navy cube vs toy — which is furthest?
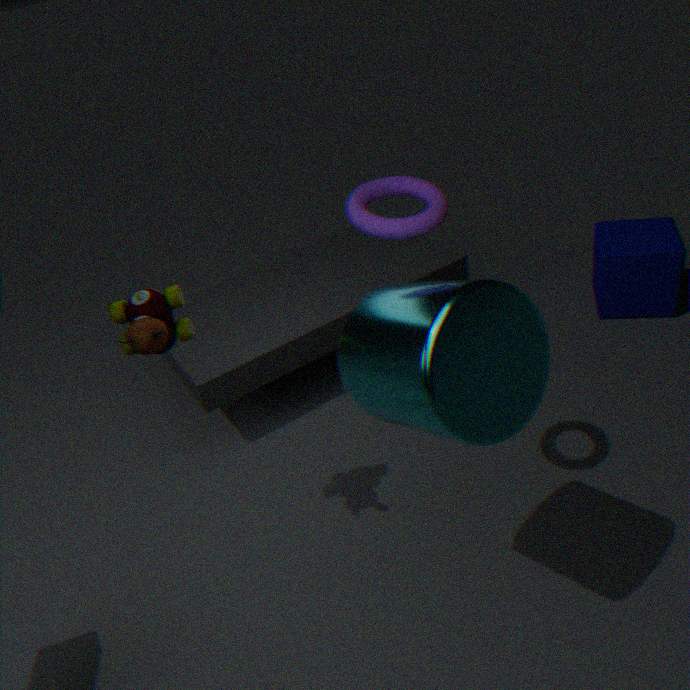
navy cube
